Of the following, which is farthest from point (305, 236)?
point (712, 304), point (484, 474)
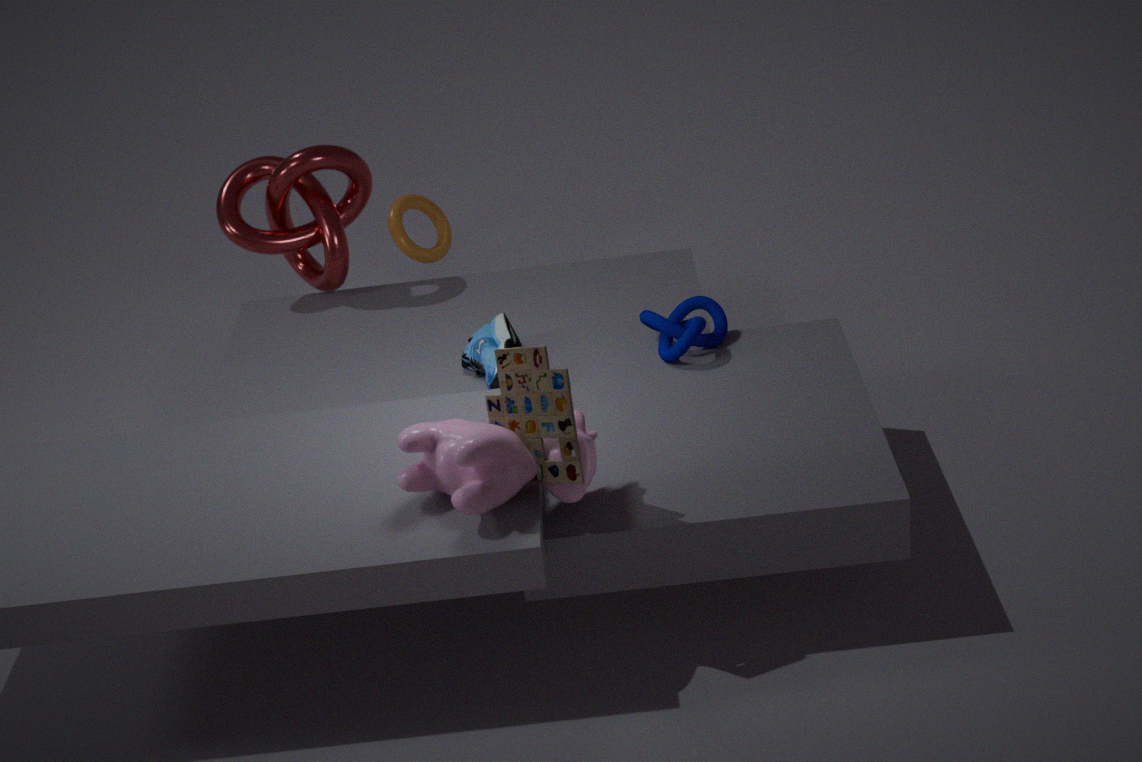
point (484, 474)
